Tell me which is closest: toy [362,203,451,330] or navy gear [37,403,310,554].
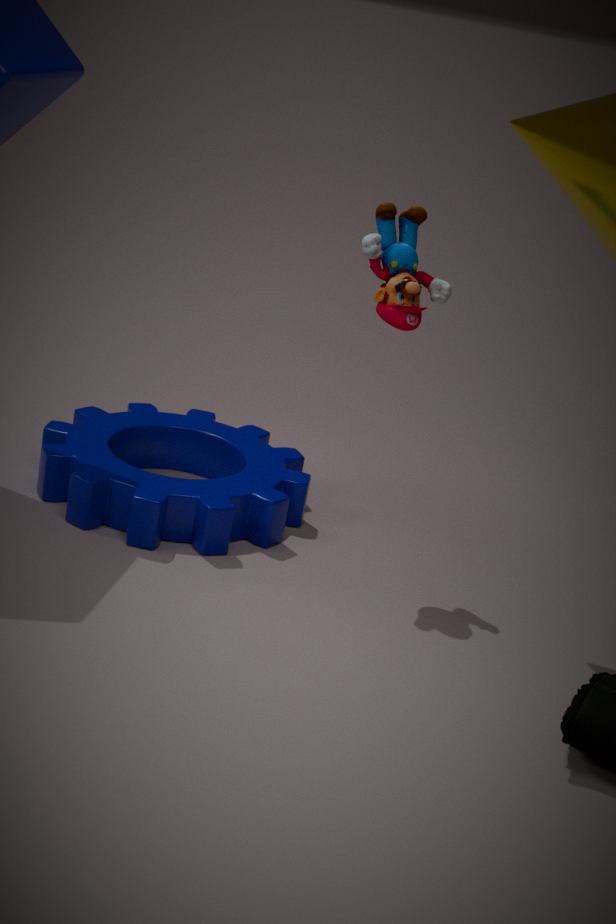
toy [362,203,451,330]
